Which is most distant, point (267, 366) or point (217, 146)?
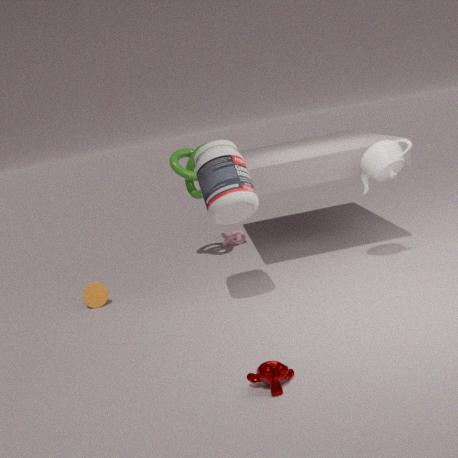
point (217, 146)
